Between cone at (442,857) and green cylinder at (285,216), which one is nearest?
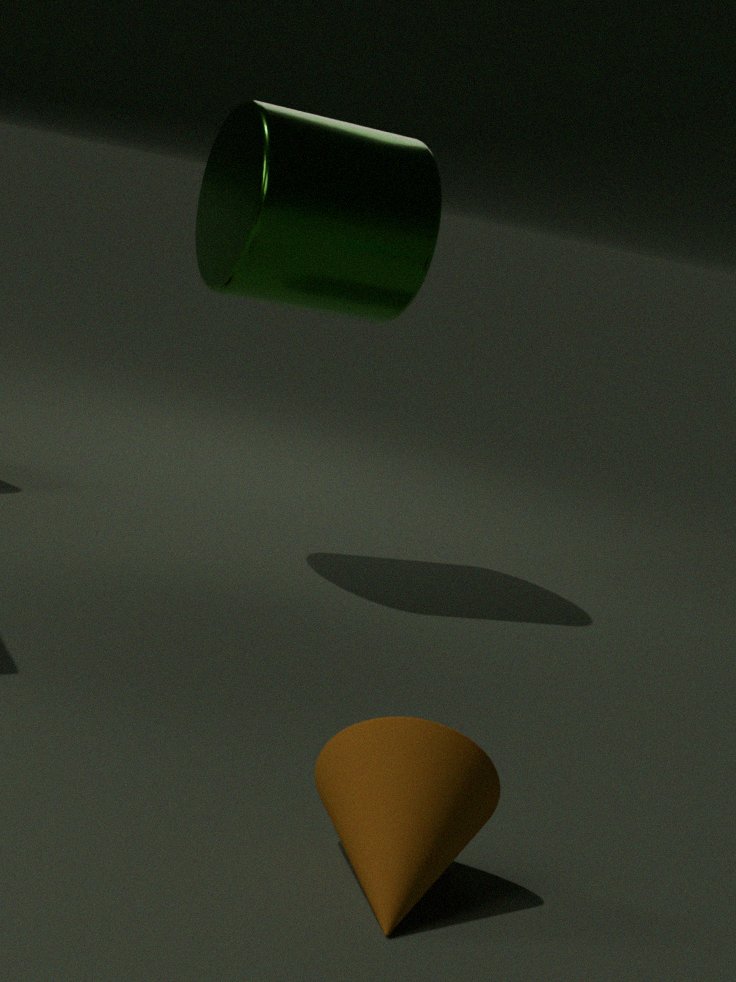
cone at (442,857)
